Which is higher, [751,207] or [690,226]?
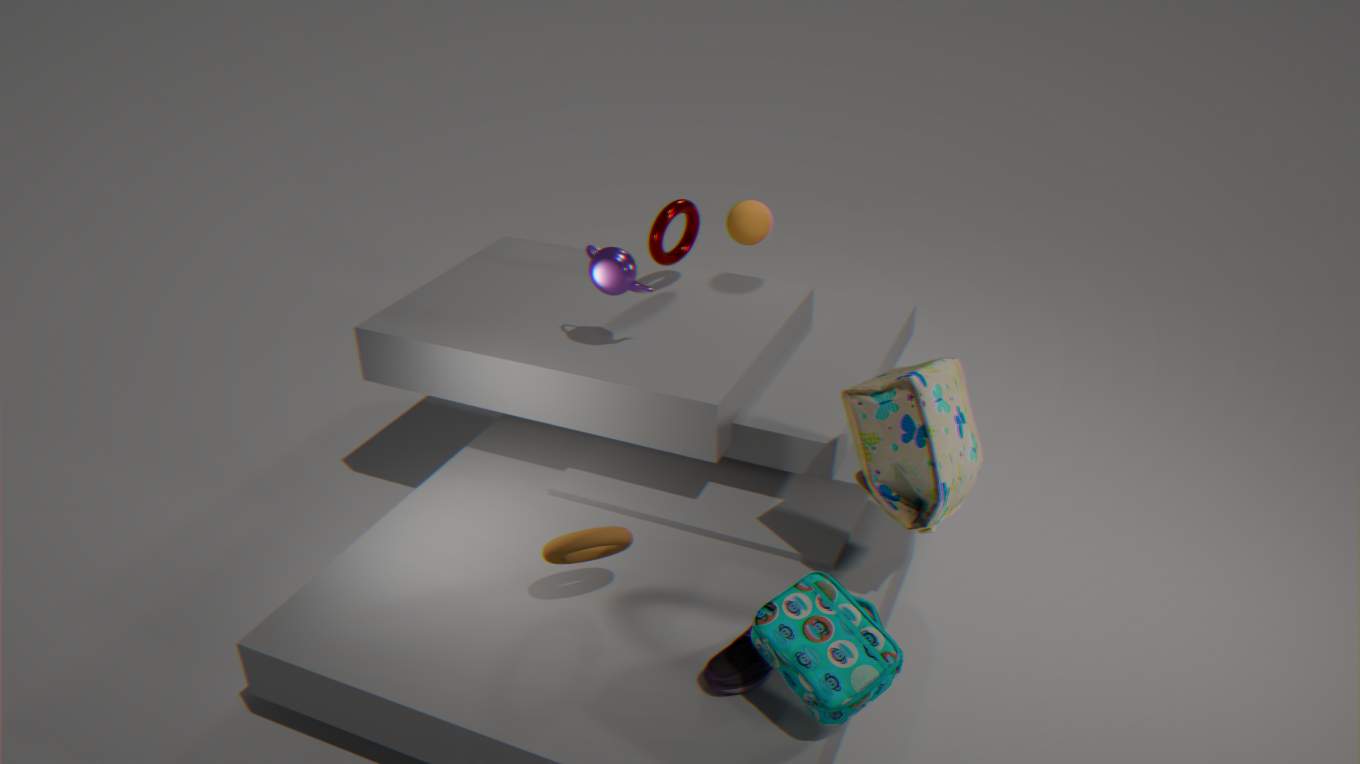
[690,226]
